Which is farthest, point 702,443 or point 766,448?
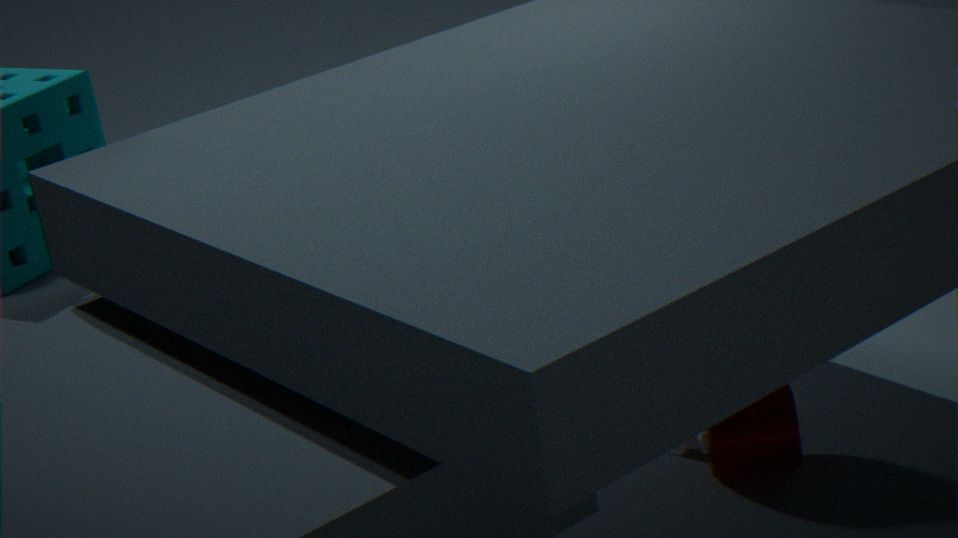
point 702,443
